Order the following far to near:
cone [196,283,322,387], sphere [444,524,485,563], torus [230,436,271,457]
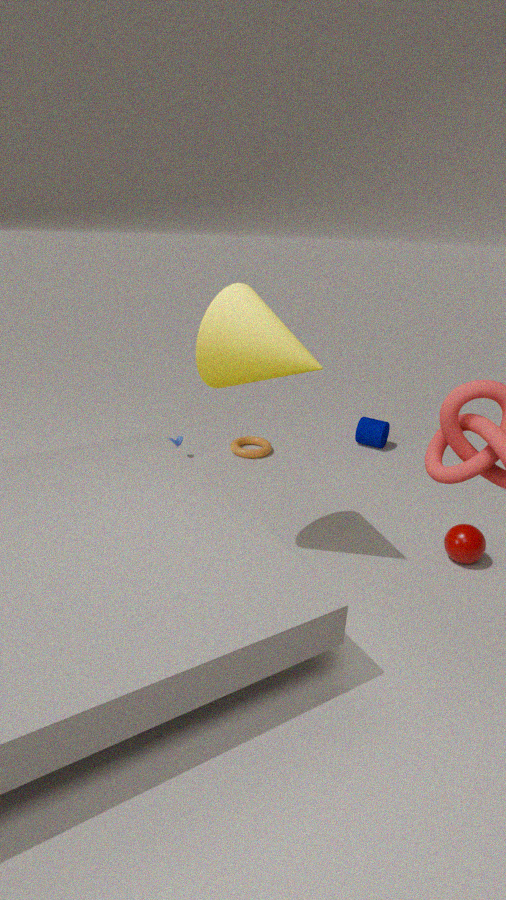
torus [230,436,271,457] → sphere [444,524,485,563] → cone [196,283,322,387]
